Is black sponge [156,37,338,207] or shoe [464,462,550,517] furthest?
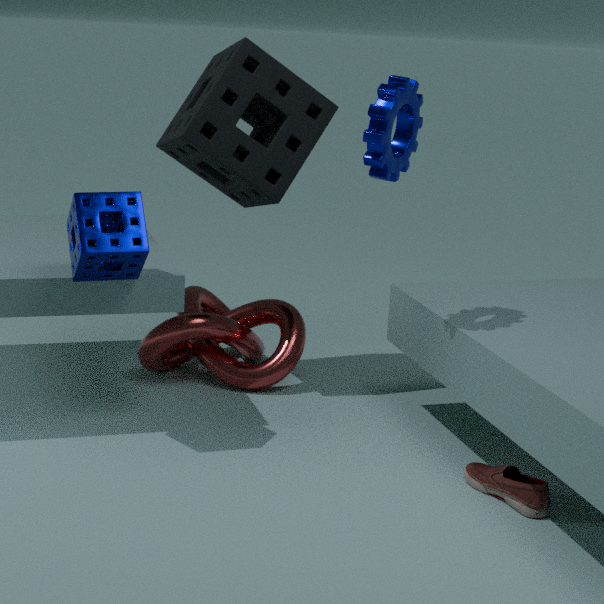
black sponge [156,37,338,207]
